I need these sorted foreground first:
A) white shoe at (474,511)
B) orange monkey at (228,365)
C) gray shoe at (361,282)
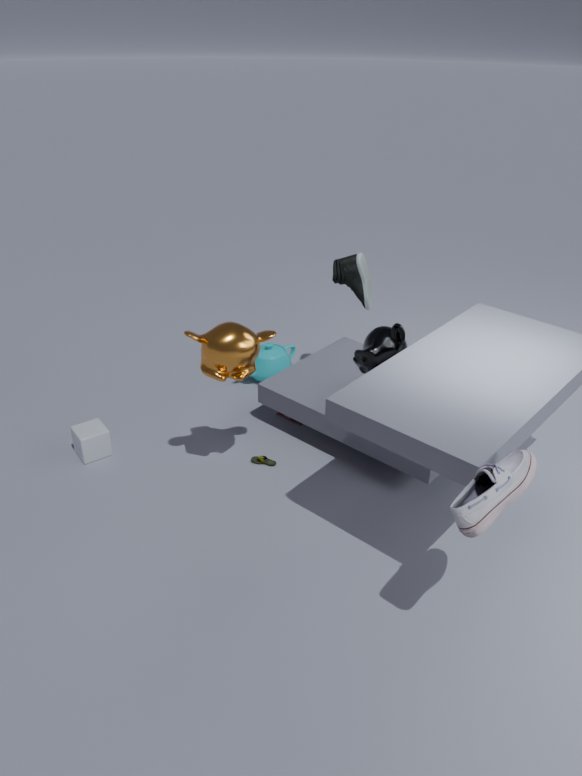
white shoe at (474,511) → orange monkey at (228,365) → gray shoe at (361,282)
